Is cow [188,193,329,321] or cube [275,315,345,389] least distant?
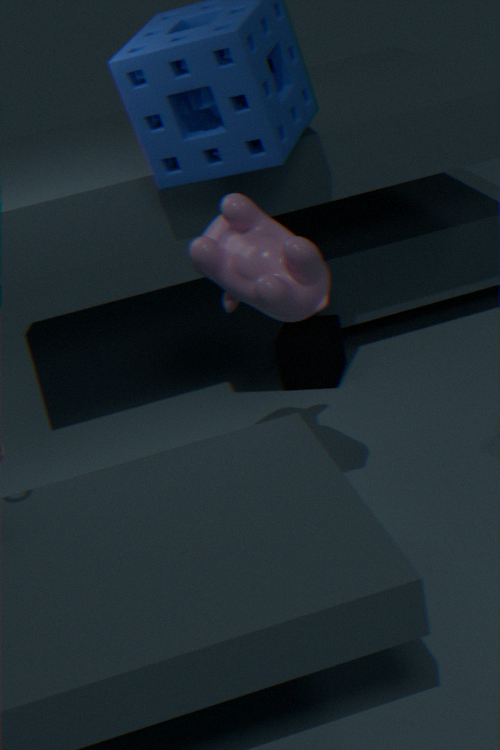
cow [188,193,329,321]
